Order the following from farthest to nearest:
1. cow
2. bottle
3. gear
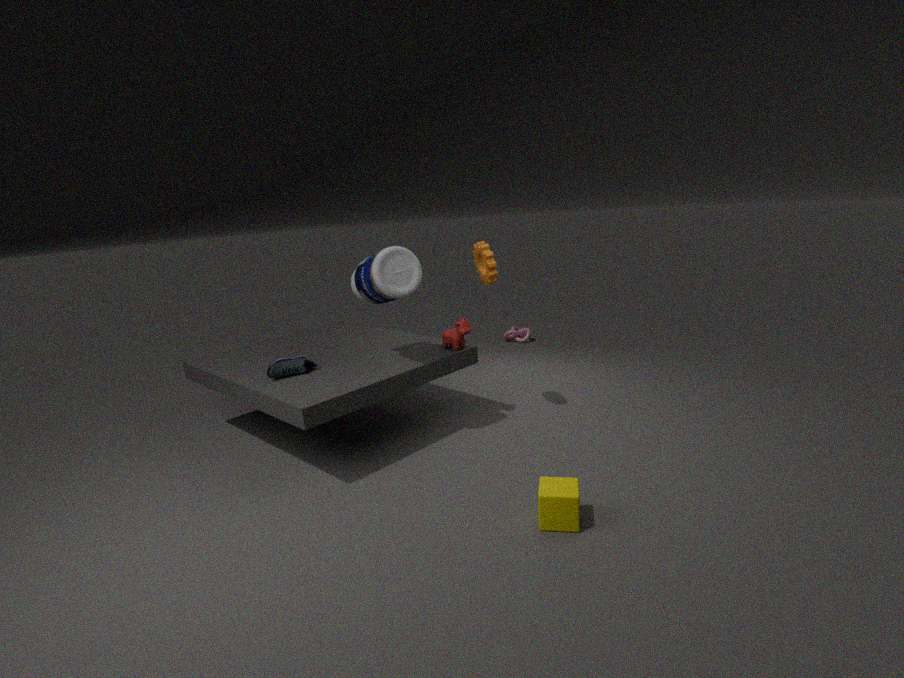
cow
gear
bottle
